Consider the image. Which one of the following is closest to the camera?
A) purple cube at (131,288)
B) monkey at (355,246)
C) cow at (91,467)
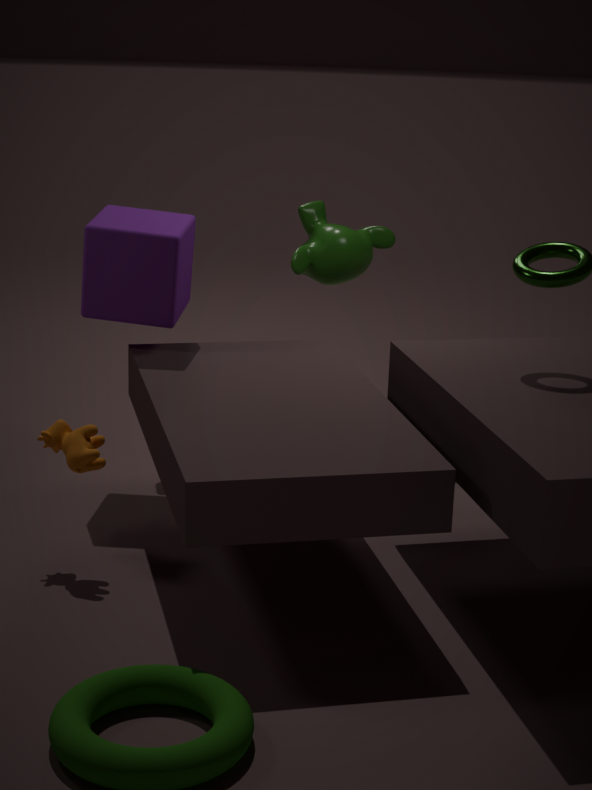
cow at (91,467)
